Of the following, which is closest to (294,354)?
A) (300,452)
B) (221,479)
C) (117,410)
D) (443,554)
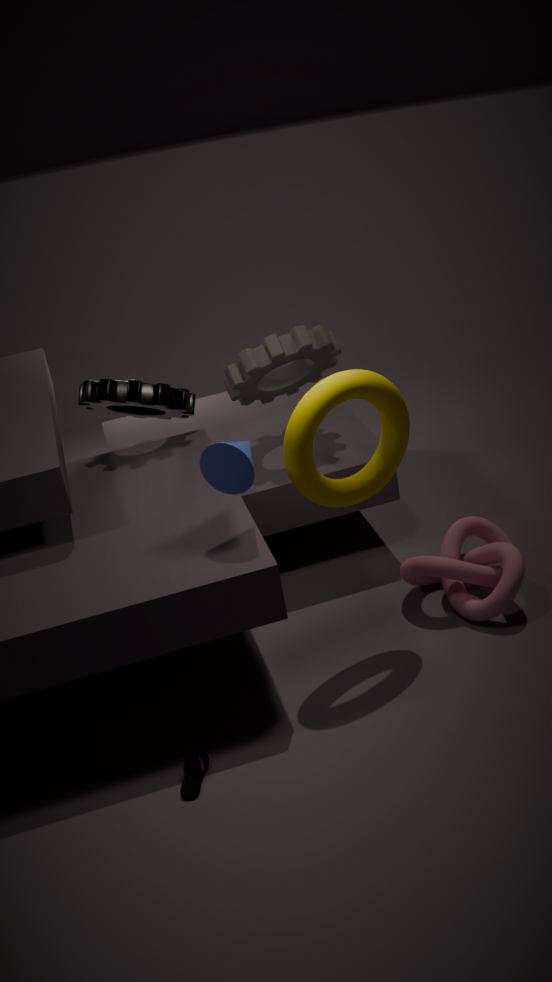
(117,410)
